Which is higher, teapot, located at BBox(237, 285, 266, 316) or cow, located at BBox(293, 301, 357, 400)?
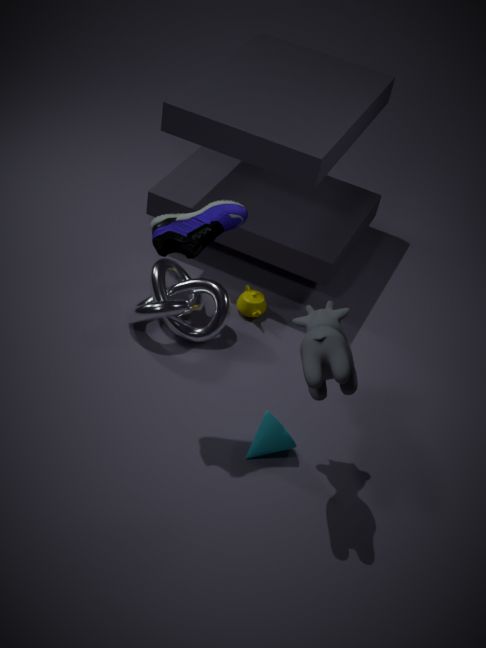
cow, located at BBox(293, 301, 357, 400)
